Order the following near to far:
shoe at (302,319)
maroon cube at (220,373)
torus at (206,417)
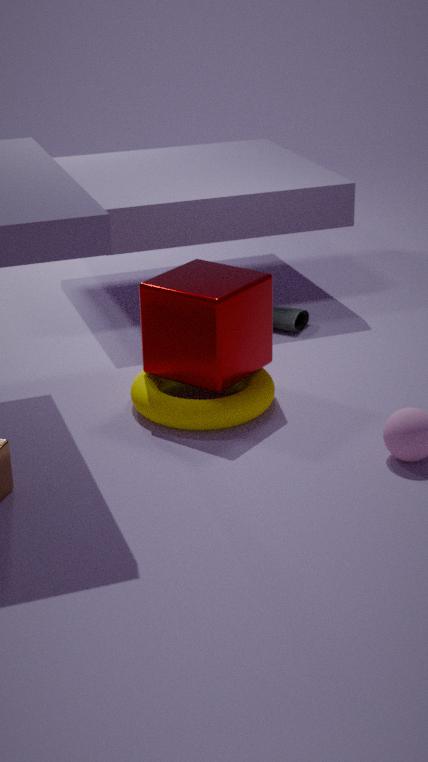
maroon cube at (220,373), torus at (206,417), shoe at (302,319)
